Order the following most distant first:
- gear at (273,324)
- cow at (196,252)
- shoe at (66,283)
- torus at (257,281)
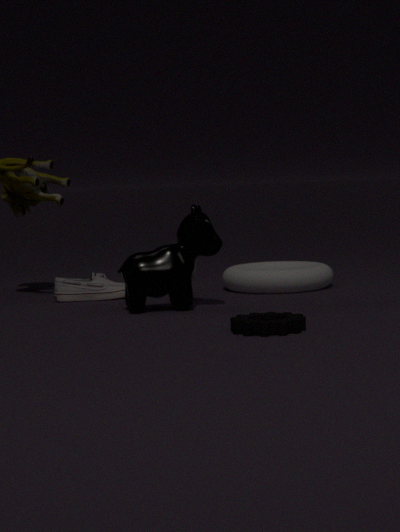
shoe at (66,283)
torus at (257,281)
cow at (196,252)
gear at (273,324)
